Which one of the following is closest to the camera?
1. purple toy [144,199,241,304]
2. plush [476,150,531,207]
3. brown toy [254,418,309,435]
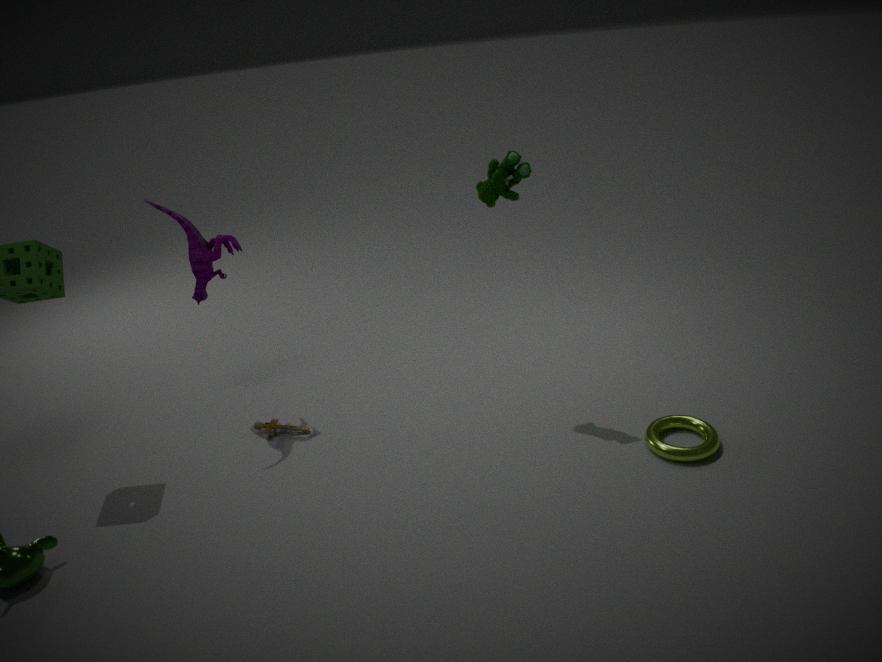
plush [476,150,531,207]
